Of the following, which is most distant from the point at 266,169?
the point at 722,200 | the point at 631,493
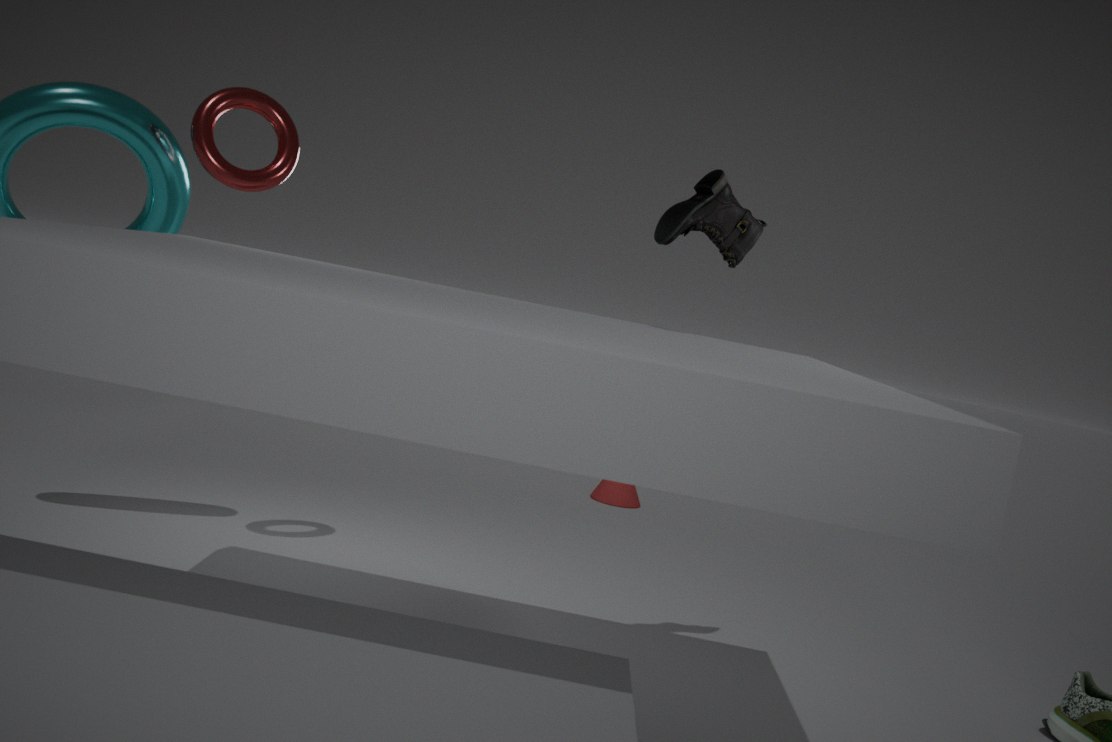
the point at 631,493
